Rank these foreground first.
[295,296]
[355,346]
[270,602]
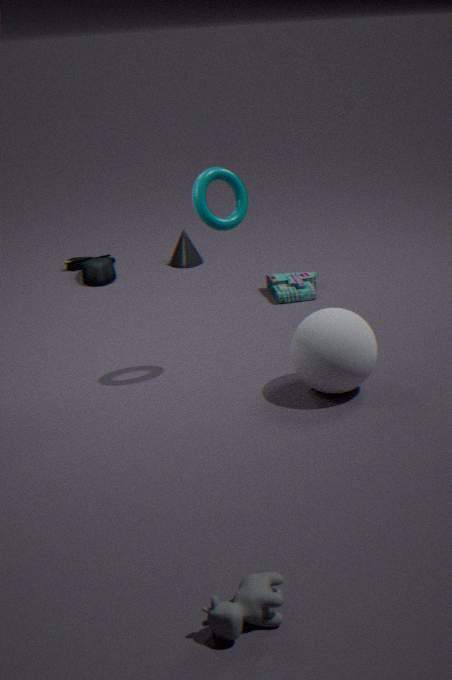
[270,602] < [355,346] < [295,296]
